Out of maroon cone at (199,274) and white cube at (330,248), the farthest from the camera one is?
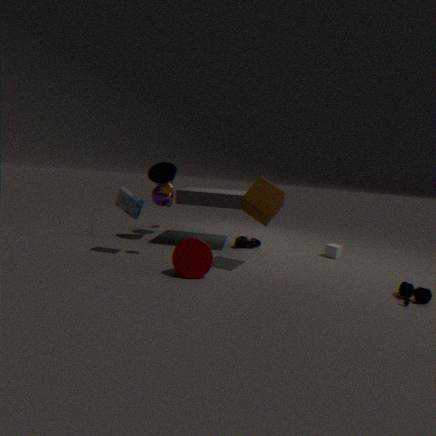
white cube at (330,248)
